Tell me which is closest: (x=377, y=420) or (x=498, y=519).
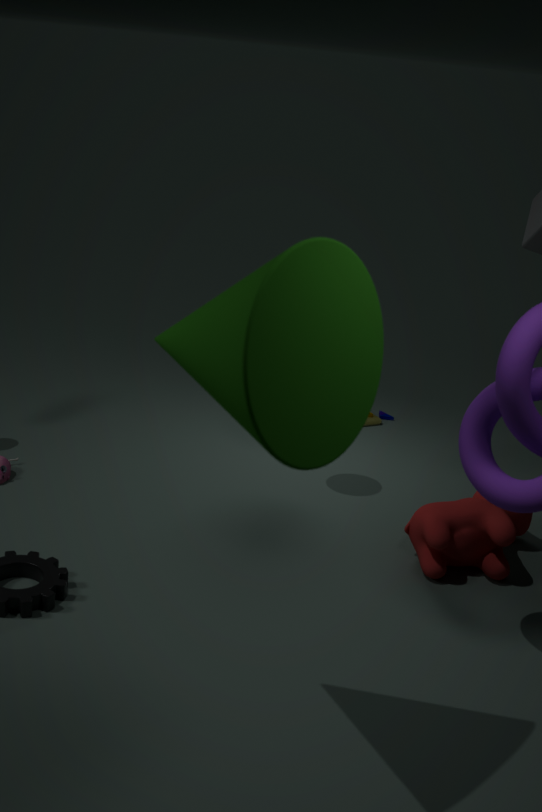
(x=498, y=519)
